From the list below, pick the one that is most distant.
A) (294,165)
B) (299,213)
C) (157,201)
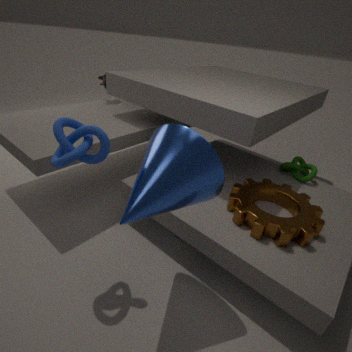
(294,165)
